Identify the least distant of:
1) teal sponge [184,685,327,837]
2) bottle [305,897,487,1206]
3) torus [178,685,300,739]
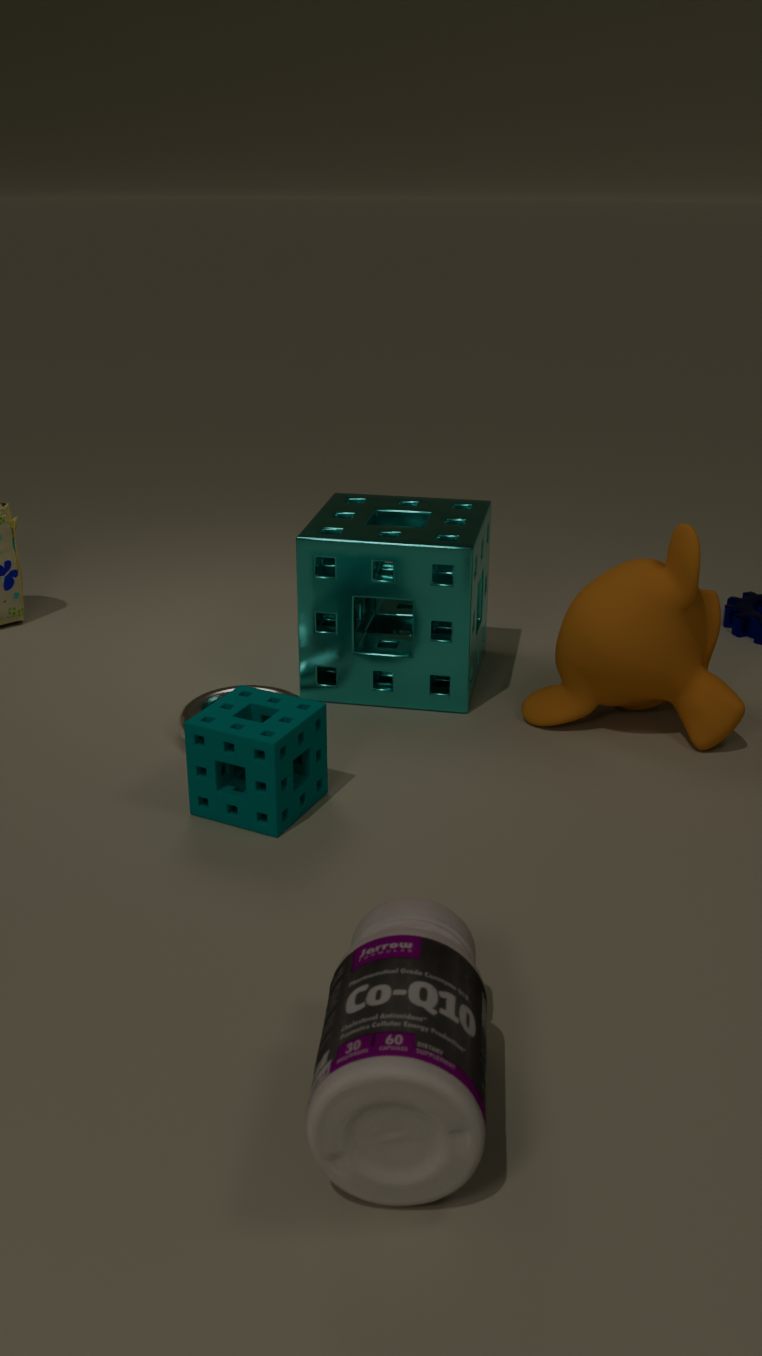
2. bottle [305,897,487,1206]
